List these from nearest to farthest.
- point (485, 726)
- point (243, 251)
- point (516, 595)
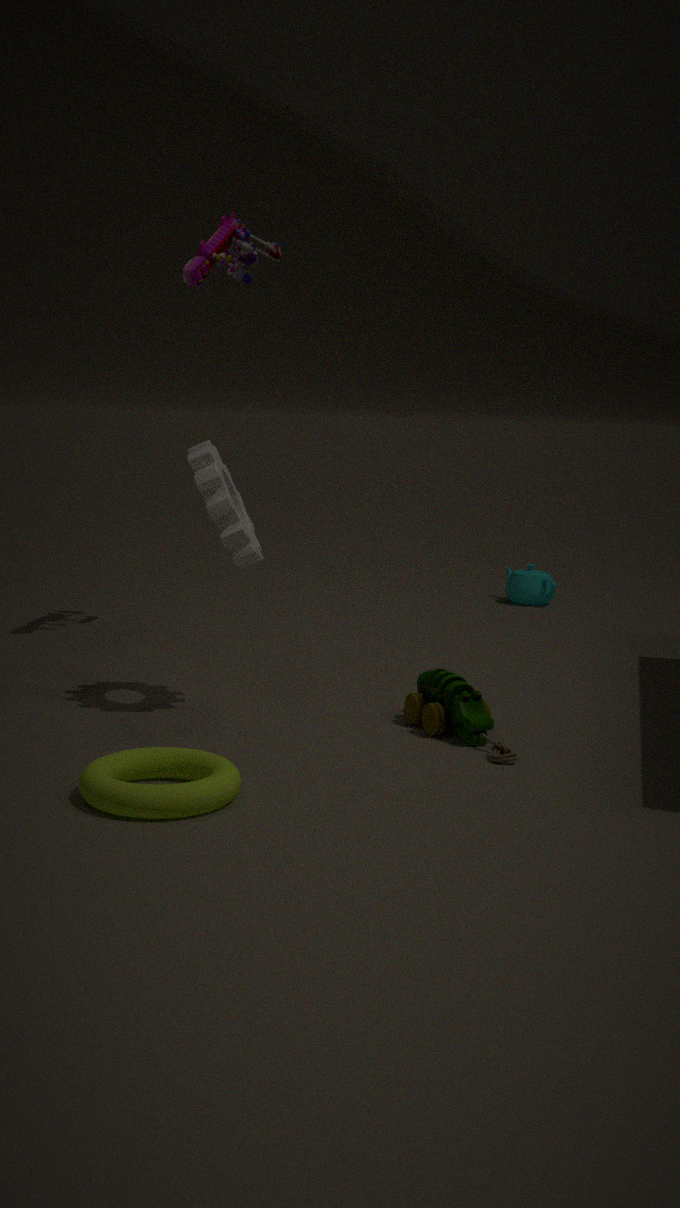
point (485, 726), point (243, 251), point (516, 595)
